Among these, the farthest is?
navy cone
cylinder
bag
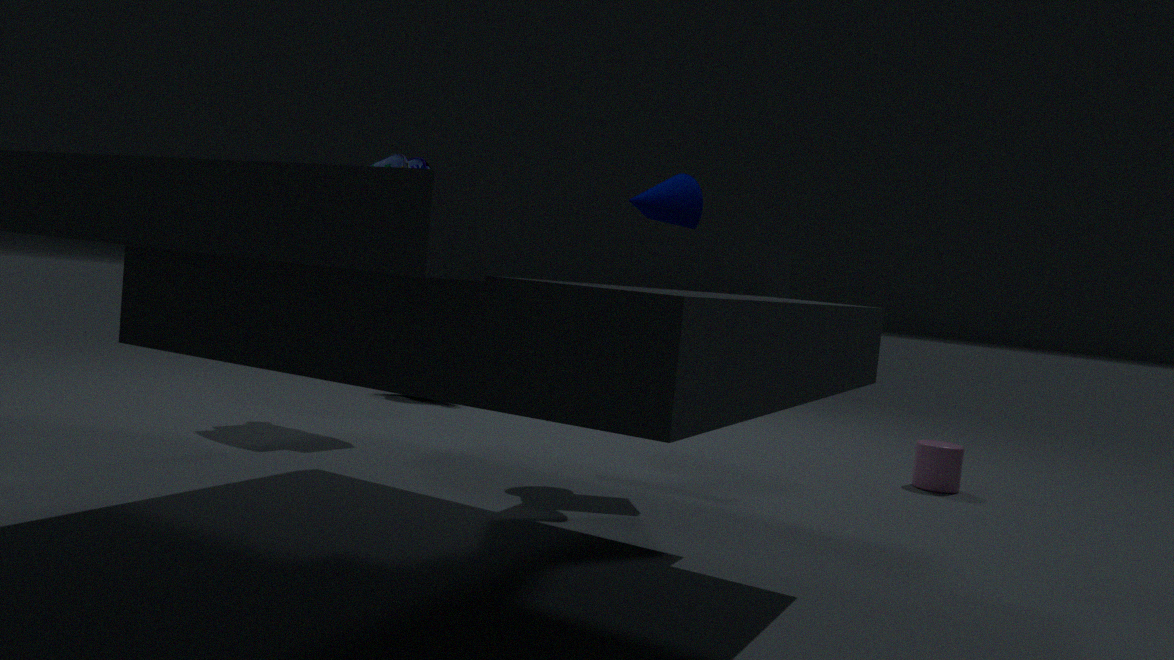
cylinder
